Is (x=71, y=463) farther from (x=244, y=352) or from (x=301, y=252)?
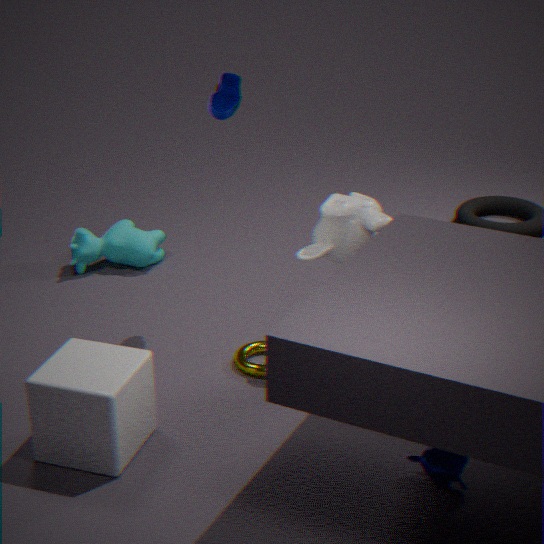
(x=301, y=252)
